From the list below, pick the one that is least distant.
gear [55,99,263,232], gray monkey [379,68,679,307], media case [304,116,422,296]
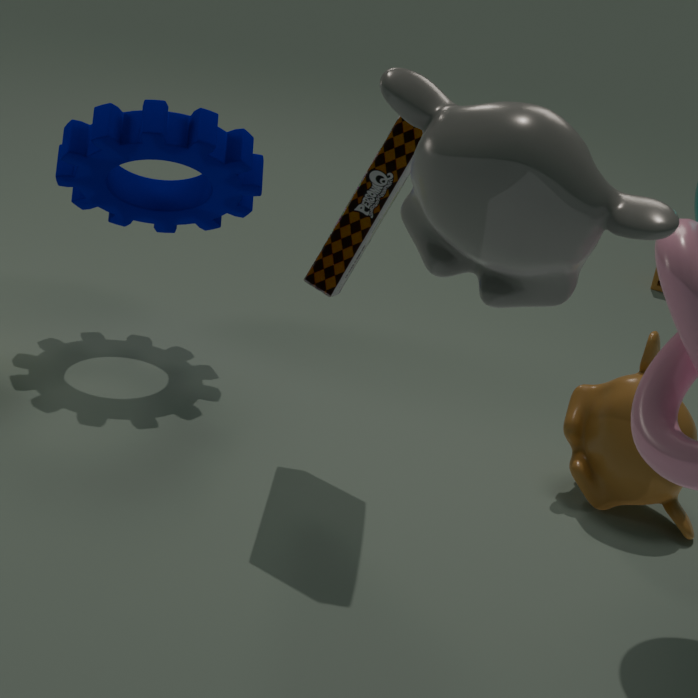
gray monkey [379,68,679,307]
